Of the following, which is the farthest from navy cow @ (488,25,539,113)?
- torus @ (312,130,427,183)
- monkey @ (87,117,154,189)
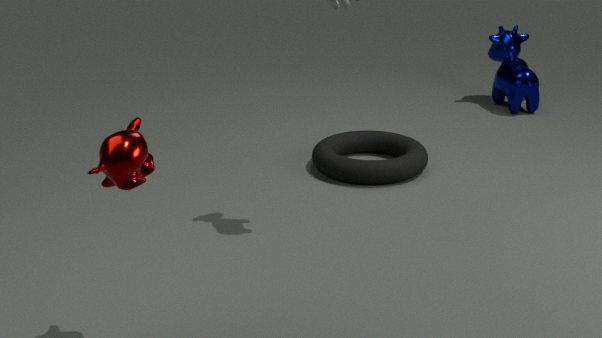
monkey @ (87,117,154,189)
